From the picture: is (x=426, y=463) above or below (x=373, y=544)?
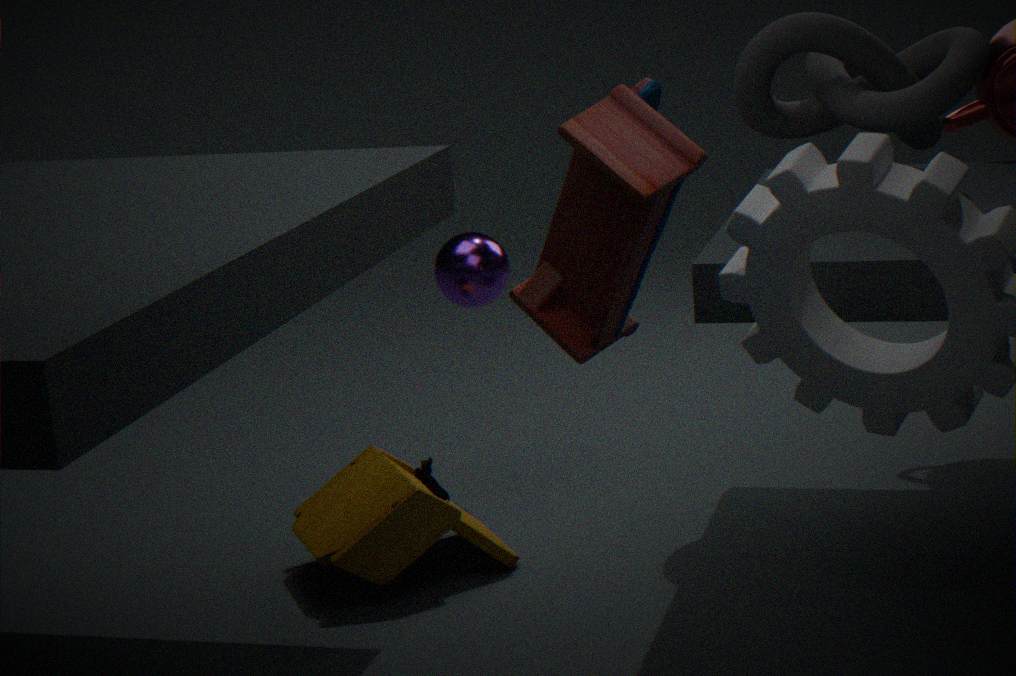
below
